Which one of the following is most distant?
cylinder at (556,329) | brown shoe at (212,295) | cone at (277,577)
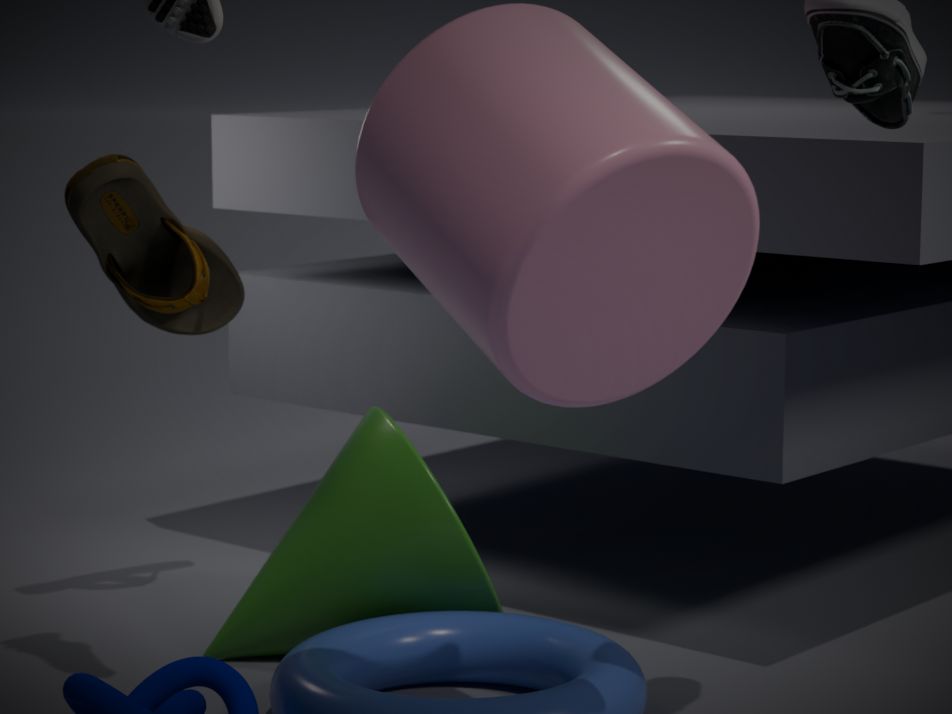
brown shoe at (212,295)
